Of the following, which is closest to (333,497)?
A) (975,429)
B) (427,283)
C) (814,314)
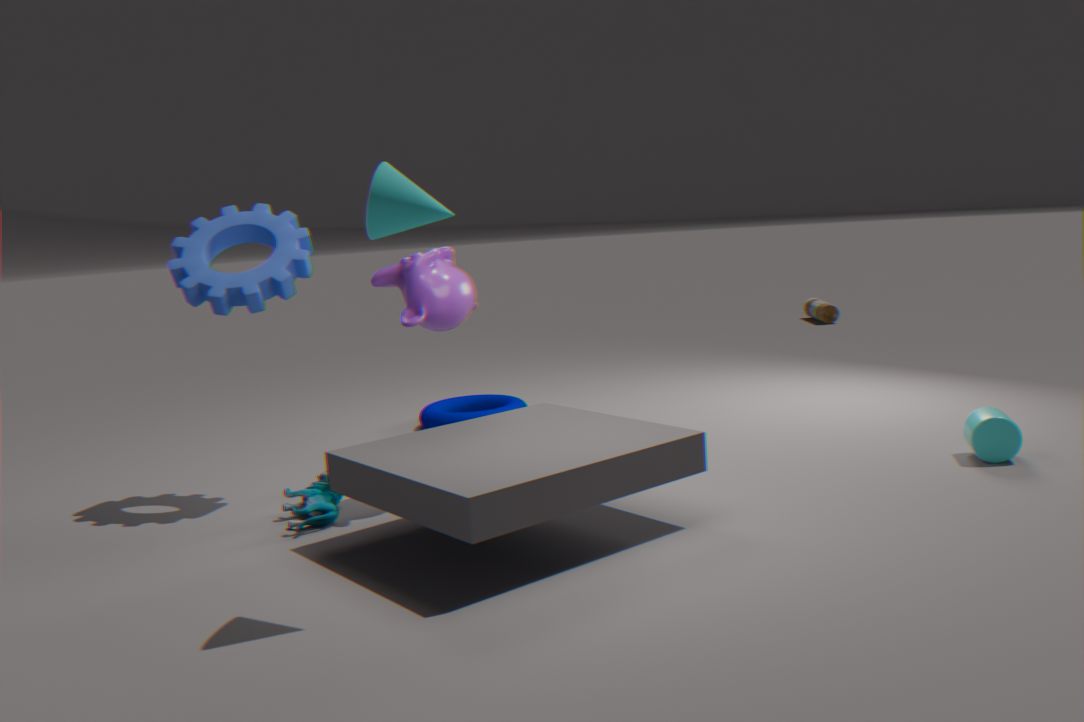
(427,283)
